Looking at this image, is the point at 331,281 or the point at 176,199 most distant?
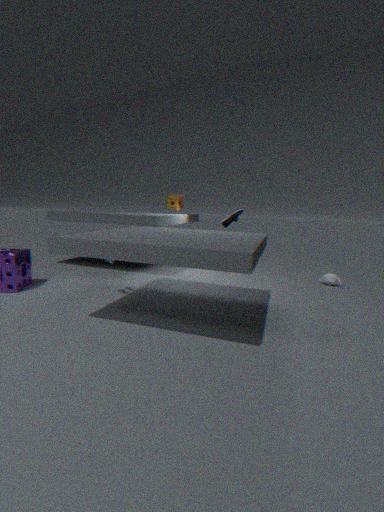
the point at 176,199
